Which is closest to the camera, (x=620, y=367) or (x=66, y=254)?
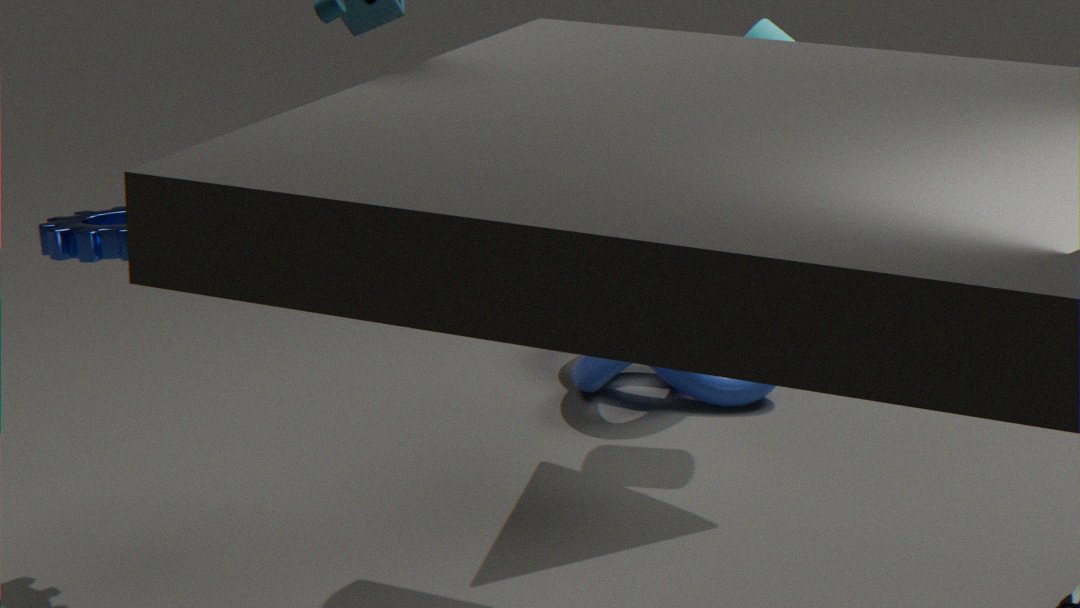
(x=66, y=254)
